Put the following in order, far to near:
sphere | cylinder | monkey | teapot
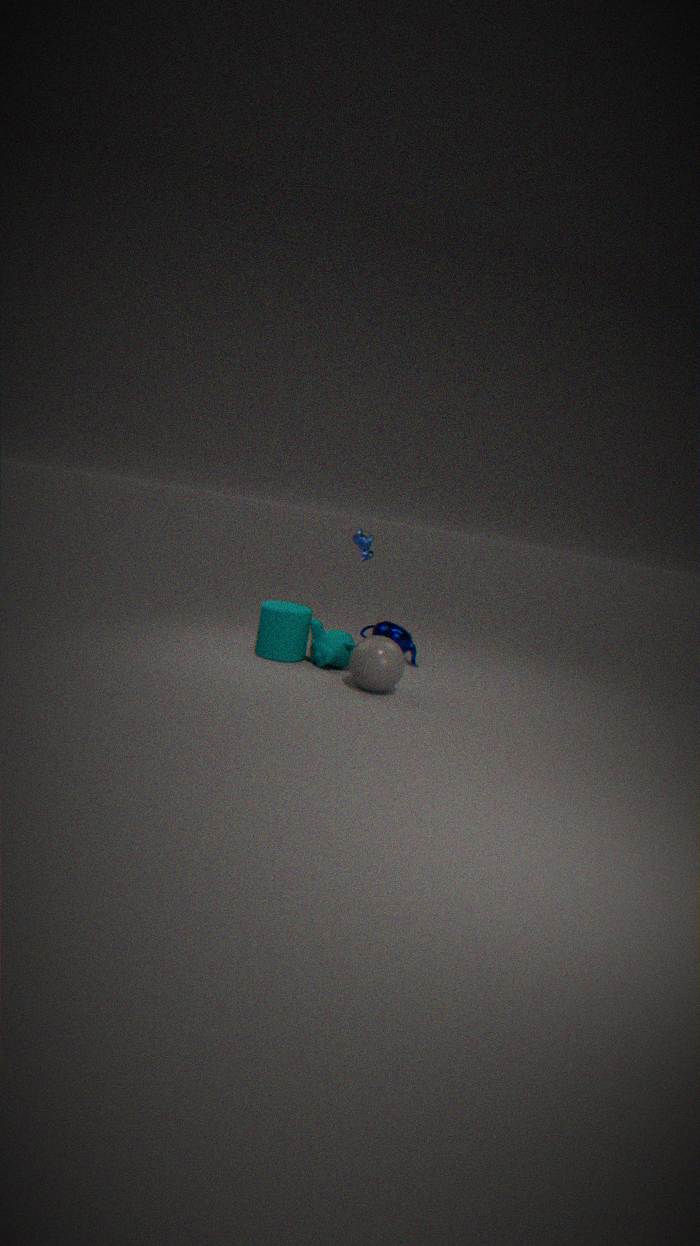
teapot < monkey < cylinder < sphere
